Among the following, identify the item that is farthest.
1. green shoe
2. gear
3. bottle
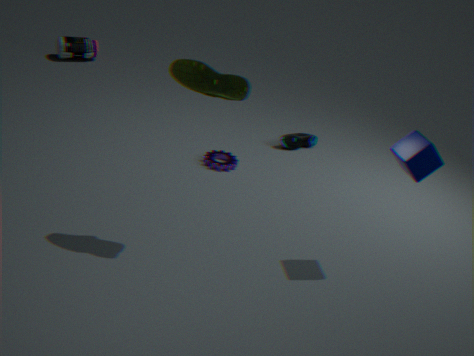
bottle
